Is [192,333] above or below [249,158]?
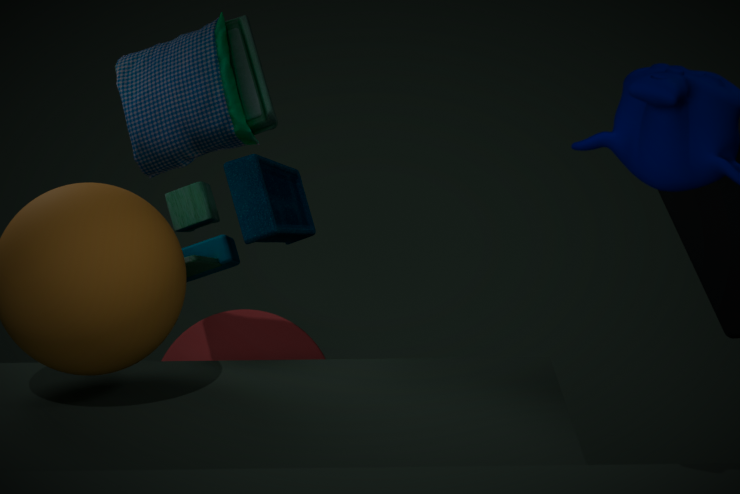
below
